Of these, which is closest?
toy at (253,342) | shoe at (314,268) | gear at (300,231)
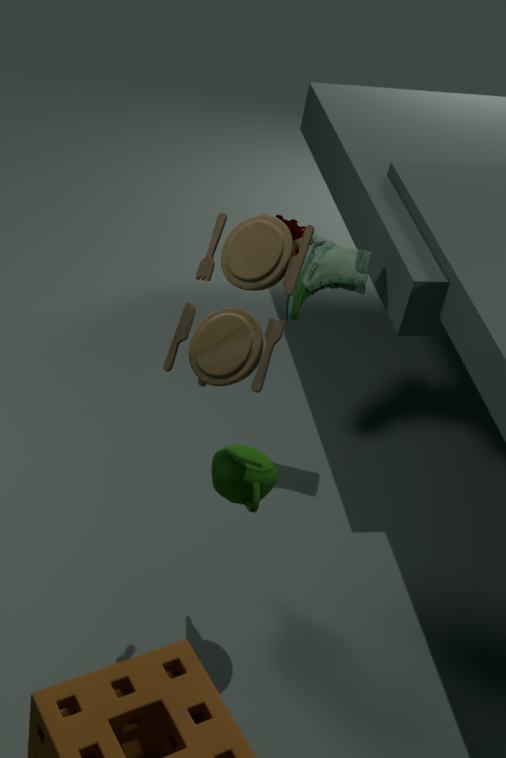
toy at (253,342)
